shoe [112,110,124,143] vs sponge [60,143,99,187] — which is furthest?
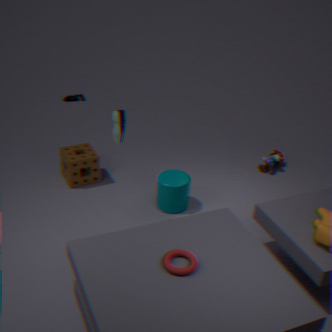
sponge [60,143,99,187]
